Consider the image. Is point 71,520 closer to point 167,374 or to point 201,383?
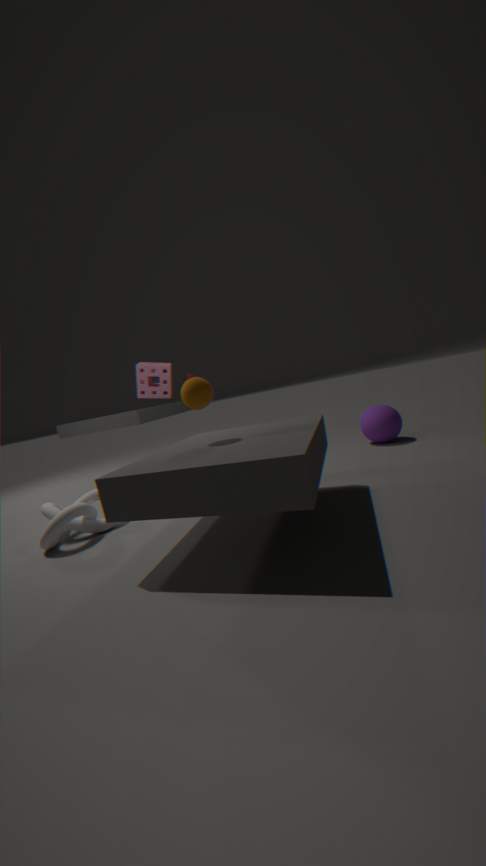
point 201,383
